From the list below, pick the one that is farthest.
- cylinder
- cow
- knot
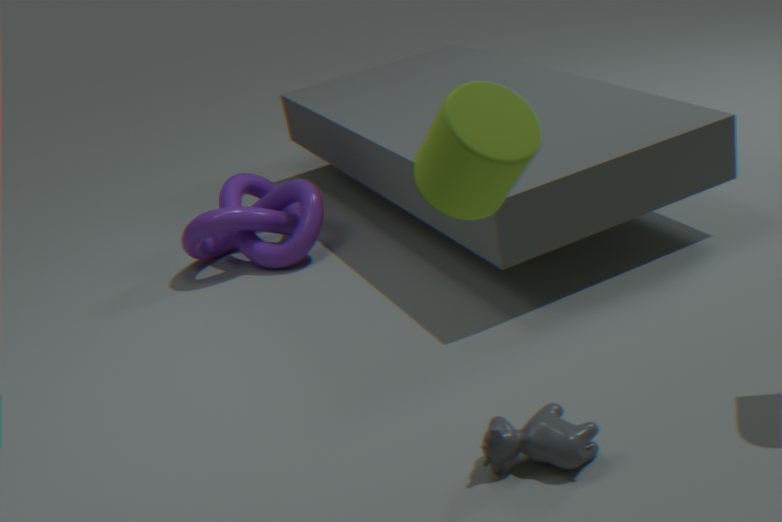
knot
